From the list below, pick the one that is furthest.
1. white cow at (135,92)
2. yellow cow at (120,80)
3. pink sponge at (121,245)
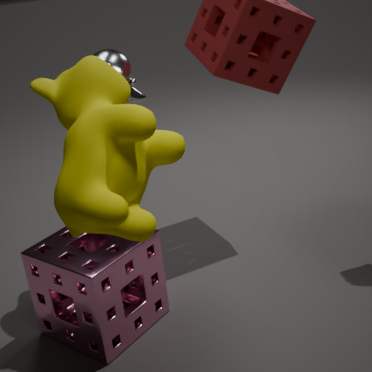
white cow at (135,92)
